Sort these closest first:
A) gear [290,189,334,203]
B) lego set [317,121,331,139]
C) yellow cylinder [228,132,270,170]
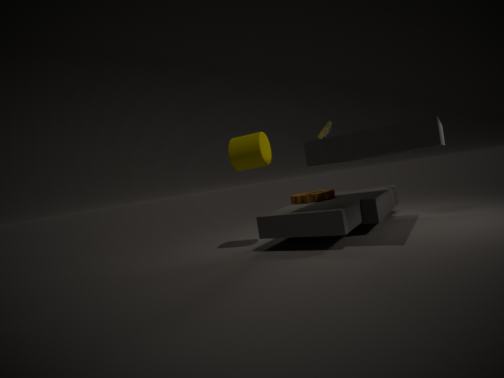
yellow cylinder [228,132,270,170]
lego set [317,121,331,139]
gear [290,189,334,203]
